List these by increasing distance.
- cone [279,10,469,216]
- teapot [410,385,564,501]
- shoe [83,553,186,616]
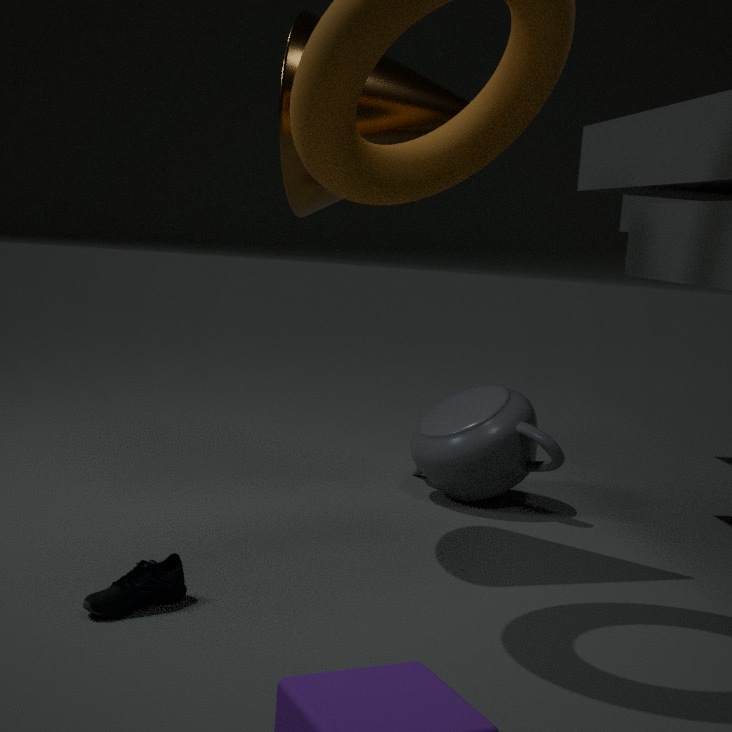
shoe [83,553,186,616] → cone [279,10,469,216] → teapot [410,385,564,501]
